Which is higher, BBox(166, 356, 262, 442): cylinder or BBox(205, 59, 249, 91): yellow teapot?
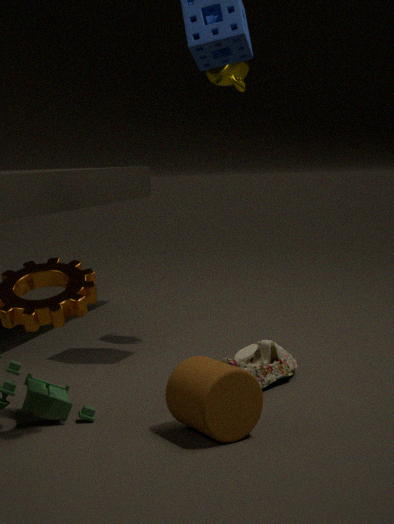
BBox(205, 59, 249, 91): yellow teapot
